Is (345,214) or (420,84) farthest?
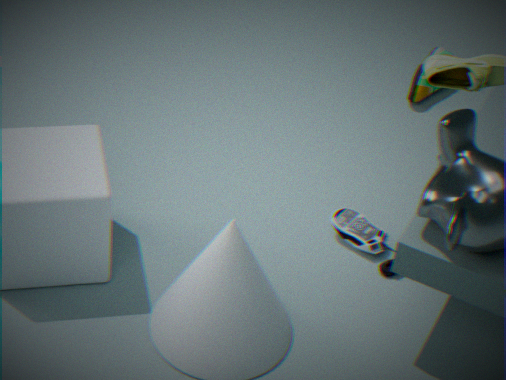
(420,84)
